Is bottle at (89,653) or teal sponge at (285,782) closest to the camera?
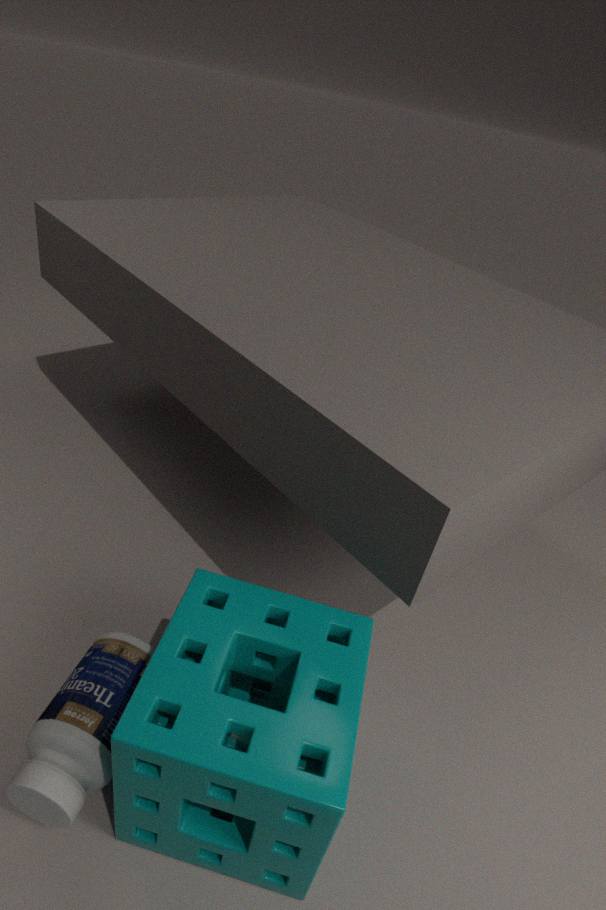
teal sponge at (285,782)
